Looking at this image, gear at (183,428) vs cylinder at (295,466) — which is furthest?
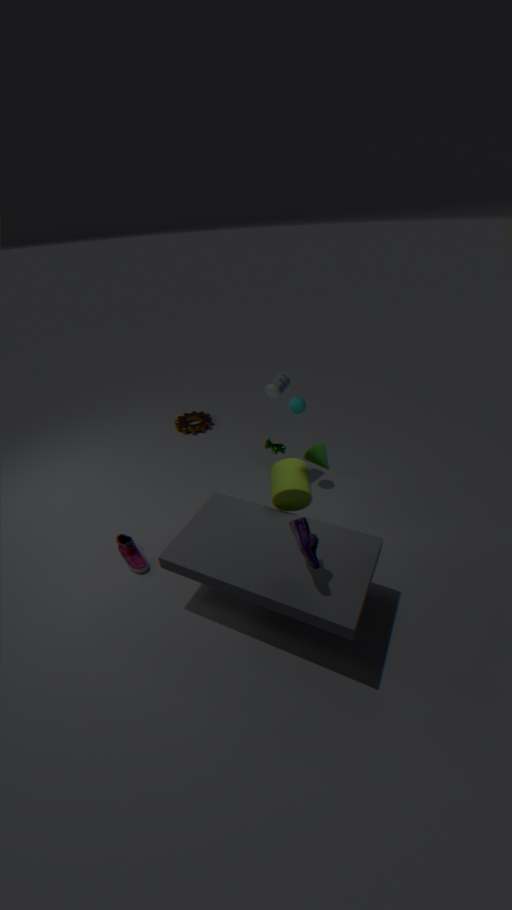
gear at (183,428)
